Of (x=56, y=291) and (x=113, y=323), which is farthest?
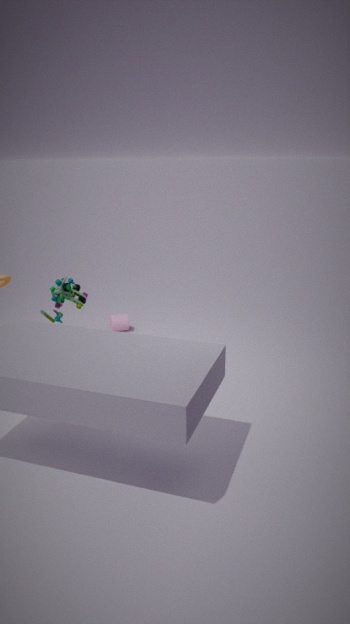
(x=113, y=323)
